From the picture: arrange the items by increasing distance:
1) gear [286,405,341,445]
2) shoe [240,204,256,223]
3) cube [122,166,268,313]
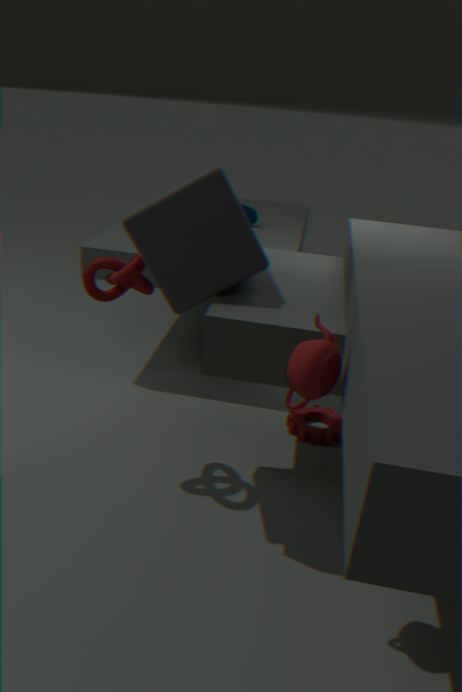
3. cube [122,166,268,313] < 1. gear [286,405,341,445] < 2. shoe [240,204,256,223]
